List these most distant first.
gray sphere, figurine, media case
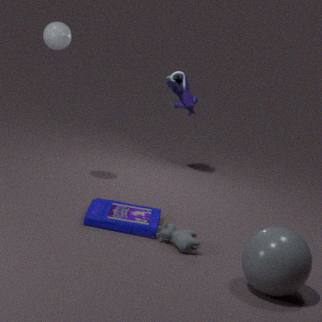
1. figurine
2. media case
3. gray sphere
